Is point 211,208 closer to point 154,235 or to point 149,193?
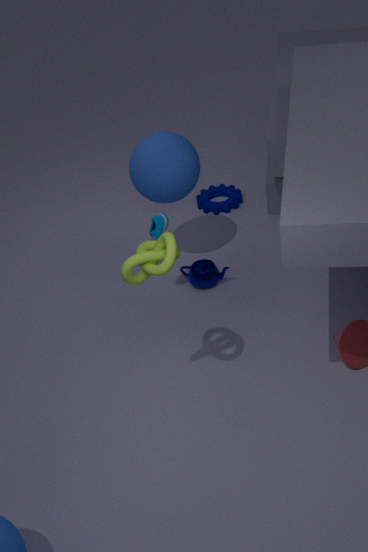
point 149,193
